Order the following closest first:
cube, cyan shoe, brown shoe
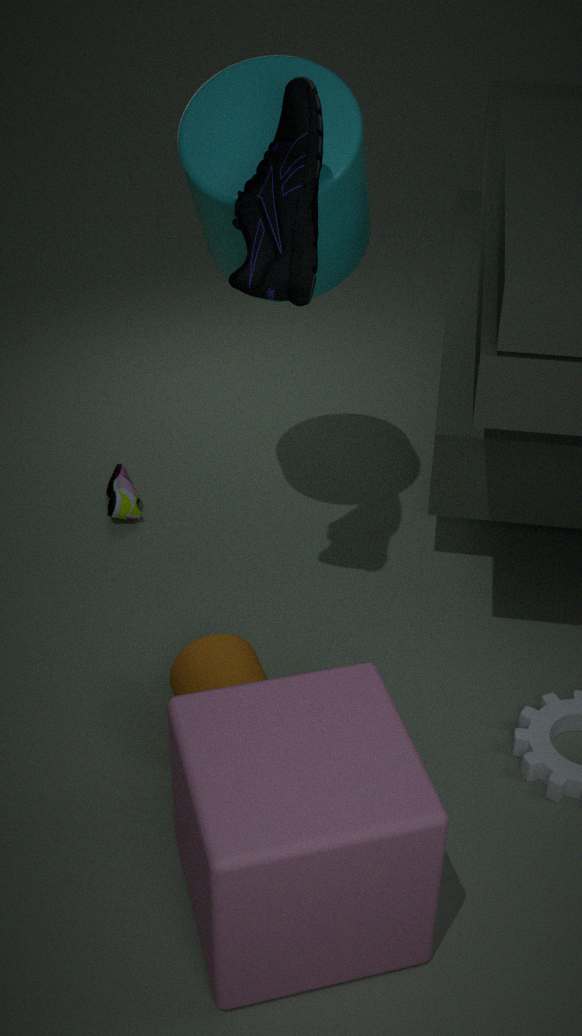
cube < cyan shoe < brown shoe
